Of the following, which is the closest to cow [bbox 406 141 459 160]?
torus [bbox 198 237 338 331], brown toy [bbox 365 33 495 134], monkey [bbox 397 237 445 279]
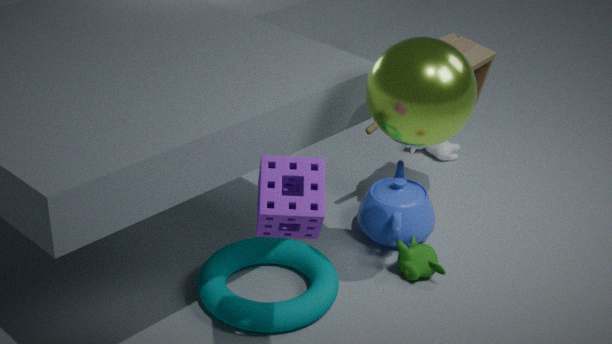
brown toy [bbox 365 33 495 134]
